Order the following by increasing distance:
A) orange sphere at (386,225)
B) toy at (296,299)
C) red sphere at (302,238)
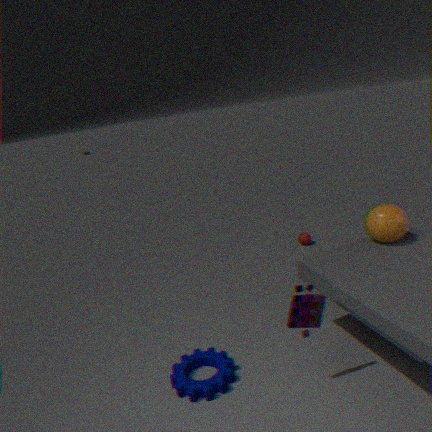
toy at (296,299), orange sphere at (386,225), red sphere at (302,238)
